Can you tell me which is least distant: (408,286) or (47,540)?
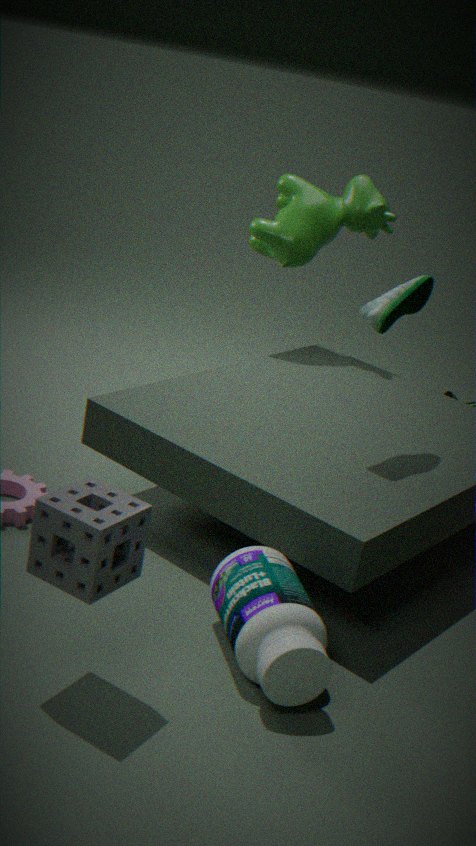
(47,540)
